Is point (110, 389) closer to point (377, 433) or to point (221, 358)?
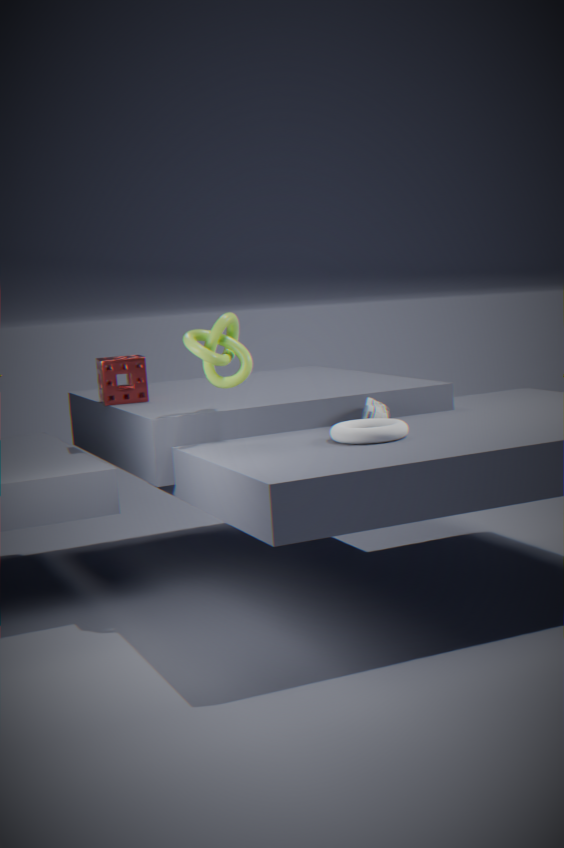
point (221, 358)
